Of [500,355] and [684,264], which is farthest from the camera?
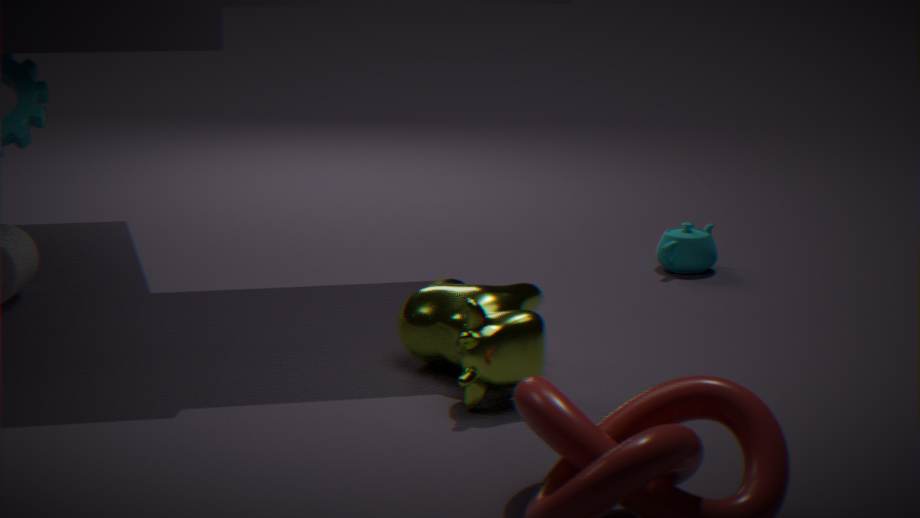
[684,264]
